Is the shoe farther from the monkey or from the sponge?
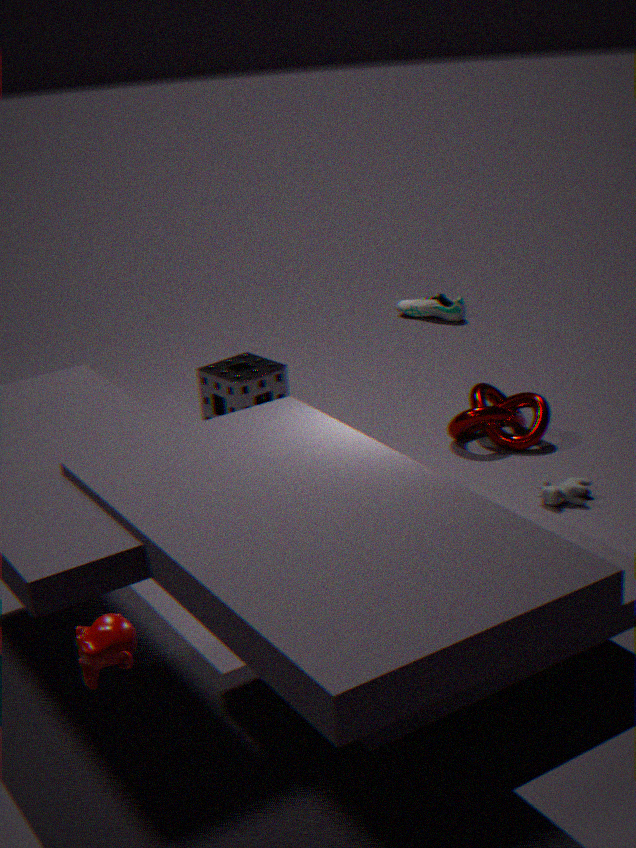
the monkey
